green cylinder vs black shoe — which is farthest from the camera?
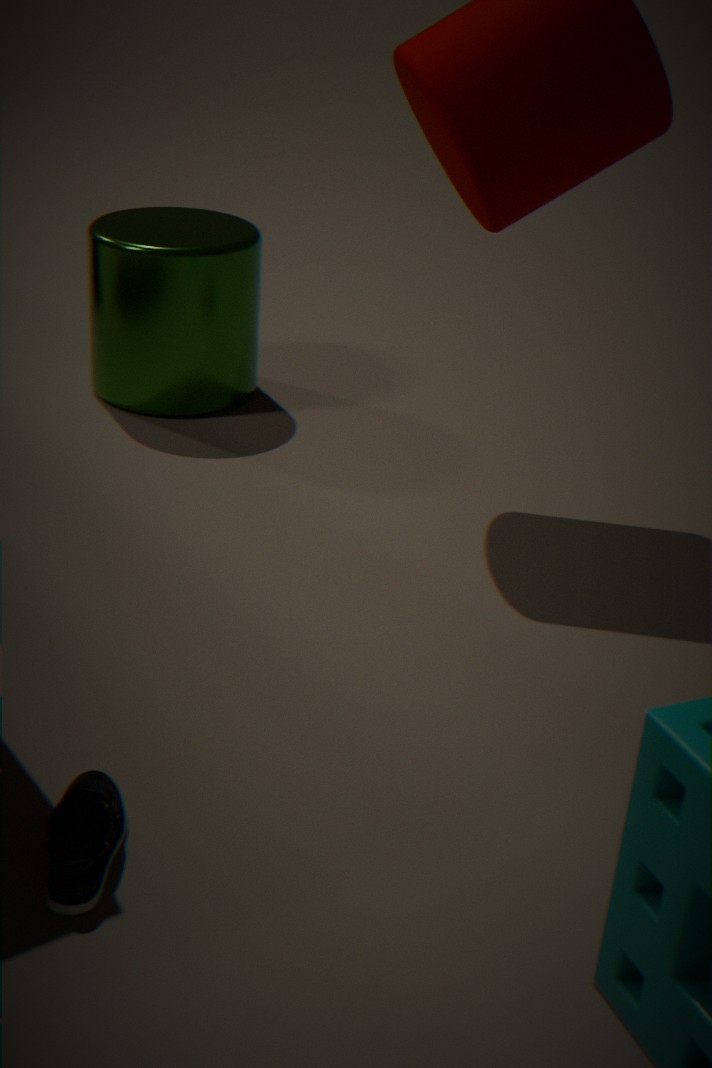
green cylinder
